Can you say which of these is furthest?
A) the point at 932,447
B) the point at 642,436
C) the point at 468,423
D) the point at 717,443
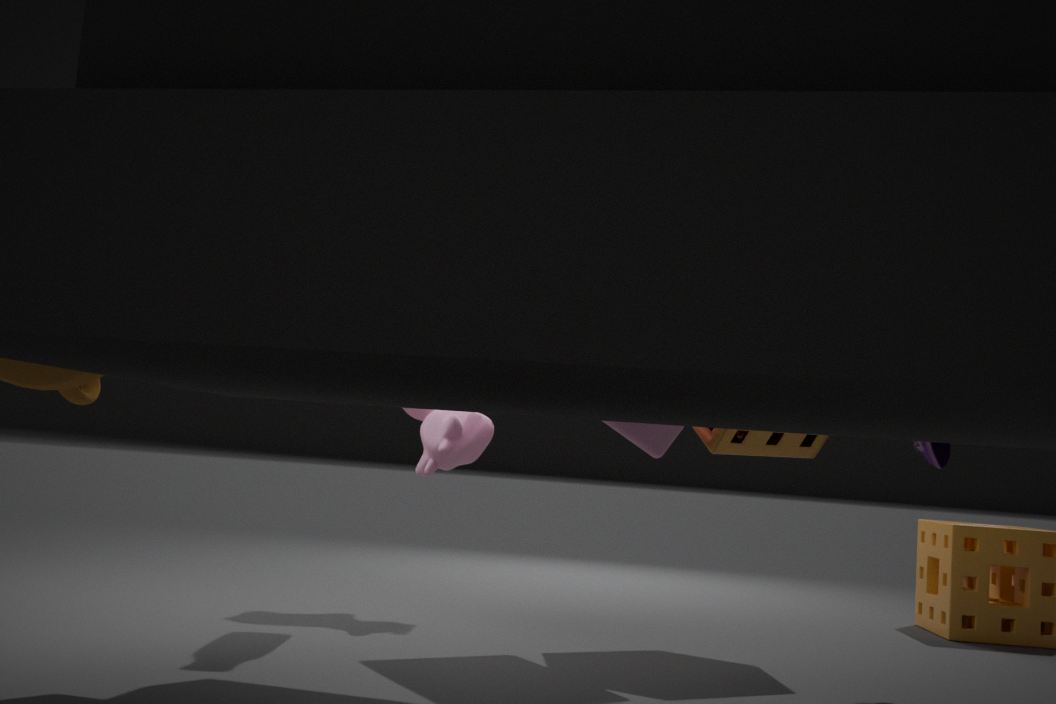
the point at 468,423
